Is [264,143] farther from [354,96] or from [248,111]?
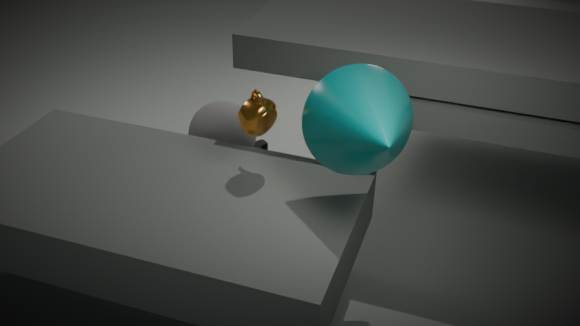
[354,96]
